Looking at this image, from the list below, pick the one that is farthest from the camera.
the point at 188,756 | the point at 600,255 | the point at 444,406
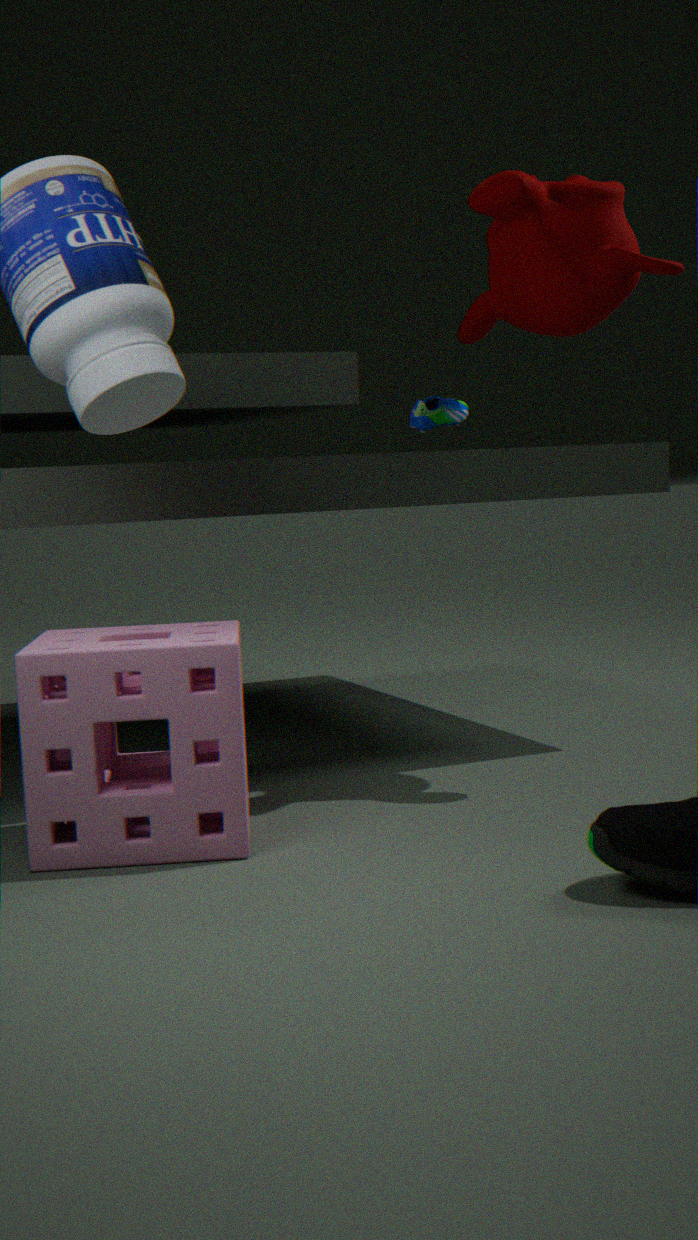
the point at 444,406
